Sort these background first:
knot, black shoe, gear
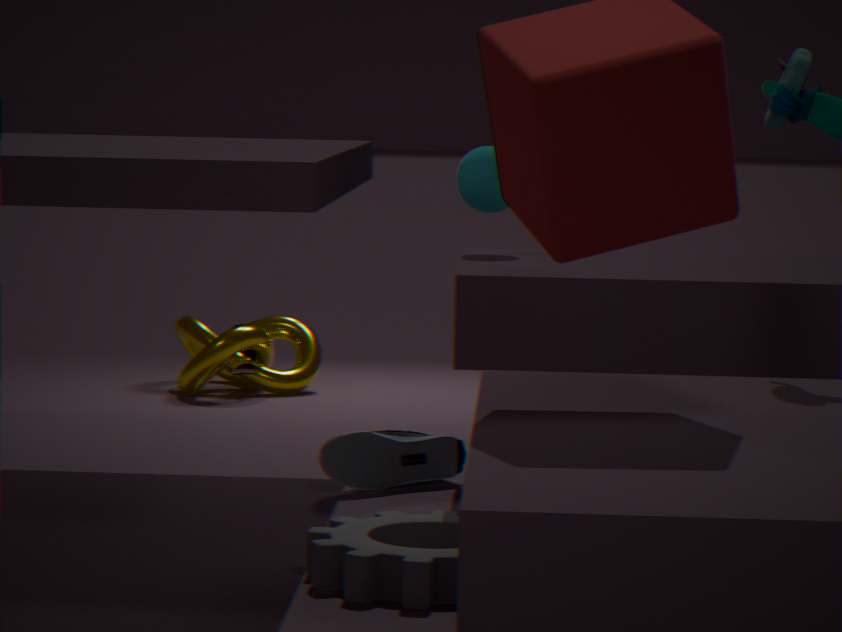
1. knot
2. black shoe
3. gear
